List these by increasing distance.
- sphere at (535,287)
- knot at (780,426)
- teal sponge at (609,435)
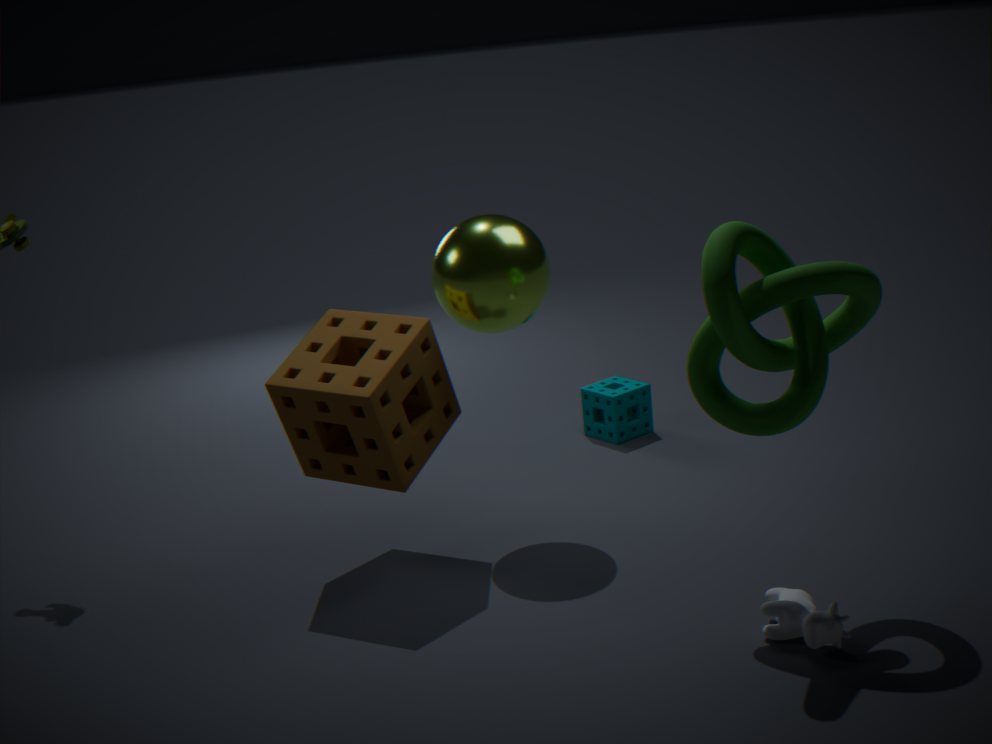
knot at (780,426)
sphere at (535,287)
teal sponge at (609,435)
